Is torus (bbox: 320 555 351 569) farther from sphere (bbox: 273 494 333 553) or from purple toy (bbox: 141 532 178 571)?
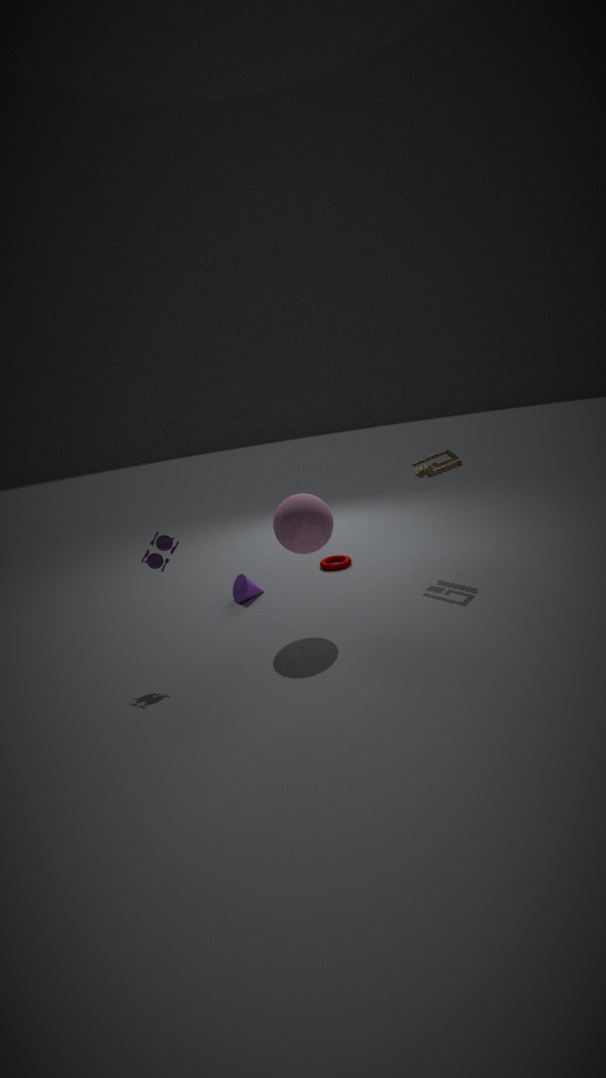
purple toy (bbox: 141 532 178 571)
